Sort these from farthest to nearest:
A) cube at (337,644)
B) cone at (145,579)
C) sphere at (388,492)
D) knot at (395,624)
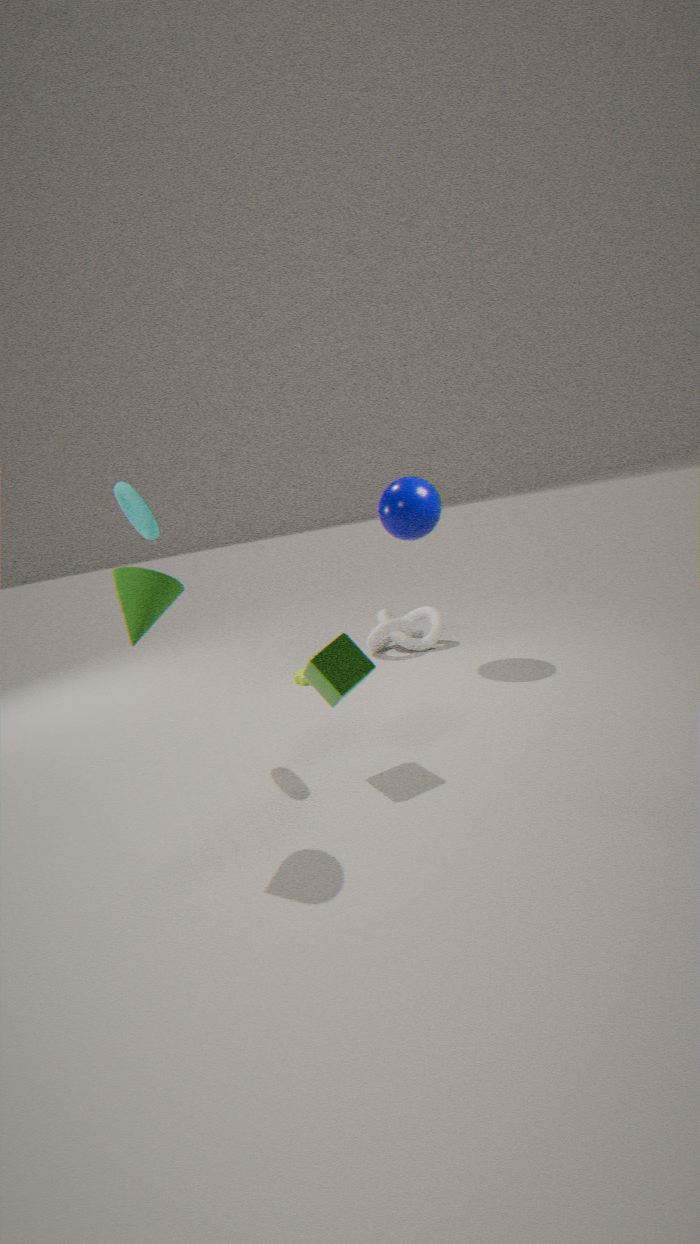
1. knot at (395,624)
2. sphere at (388,492)
3. cube at (337,644)
4. cone at (145,579)
